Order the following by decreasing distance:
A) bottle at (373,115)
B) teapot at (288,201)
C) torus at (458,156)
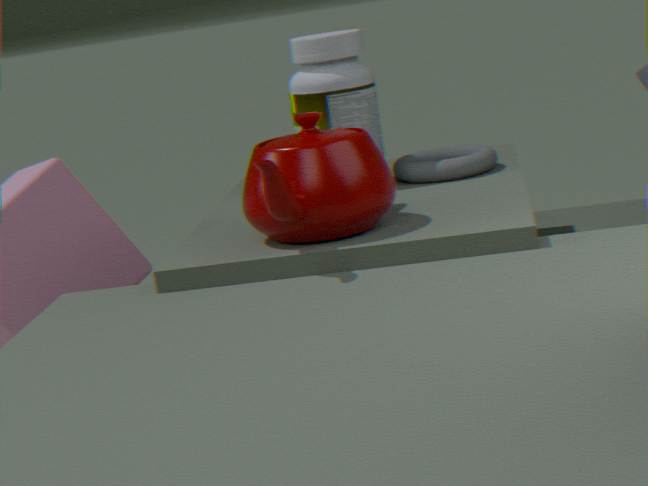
torus at (458,156) < bottle at (373,115) < teapot at (288,201)
